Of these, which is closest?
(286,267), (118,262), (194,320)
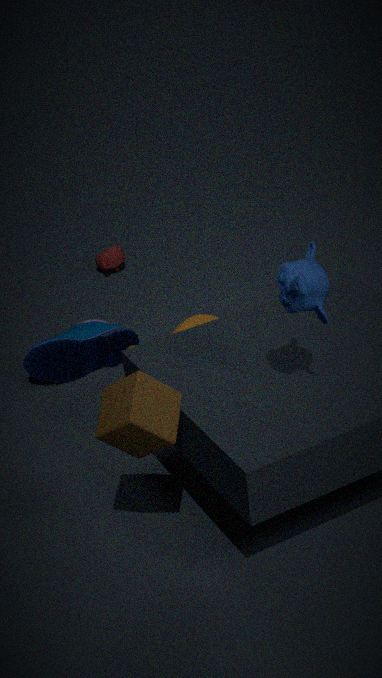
(286,267)
